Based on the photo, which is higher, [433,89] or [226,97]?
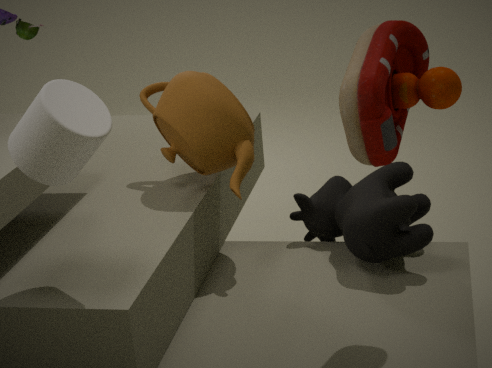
[433,89]
